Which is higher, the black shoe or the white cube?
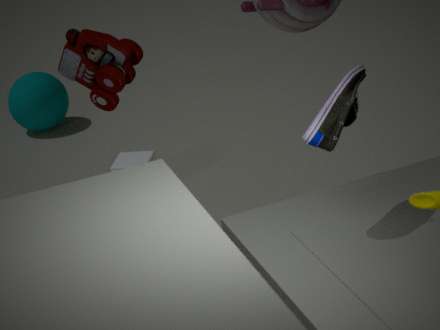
the black shoe
